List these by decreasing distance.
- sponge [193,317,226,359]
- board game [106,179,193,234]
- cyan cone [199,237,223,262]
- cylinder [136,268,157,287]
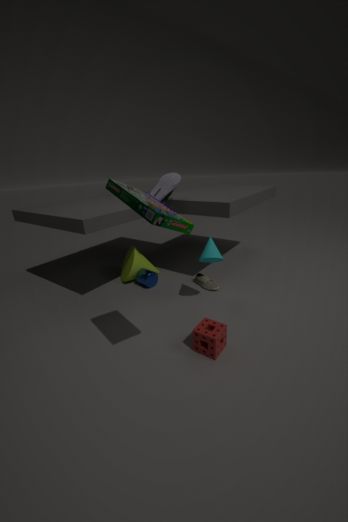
cylinder [136,268,157,287] < cyan cone [199,237,223,262] < sponge [193,317,226,359] < board game [106,179,193,234]
